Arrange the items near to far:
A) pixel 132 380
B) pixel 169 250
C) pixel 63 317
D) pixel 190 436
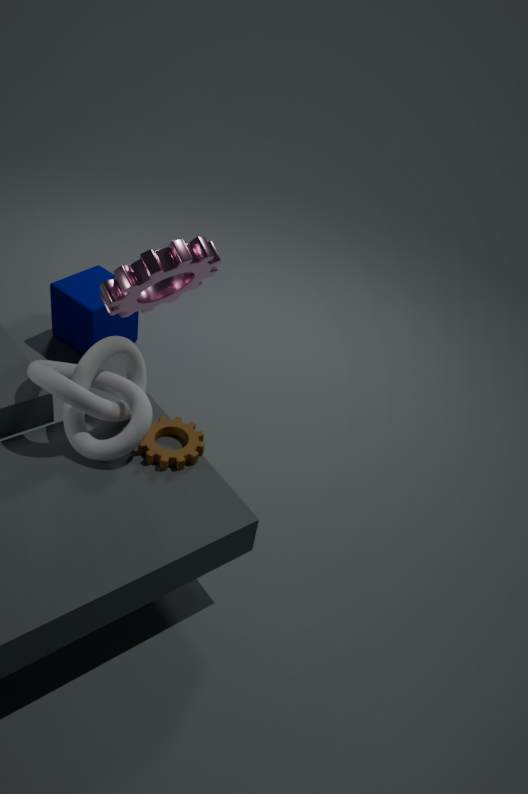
pixel 169 250
pixel 190 436
pixel 132 380
pixel 63 317
